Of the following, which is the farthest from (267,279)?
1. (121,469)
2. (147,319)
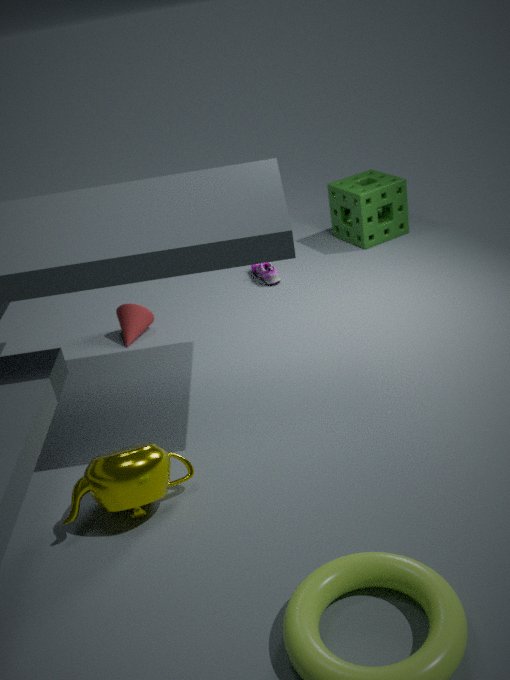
(121,469)
